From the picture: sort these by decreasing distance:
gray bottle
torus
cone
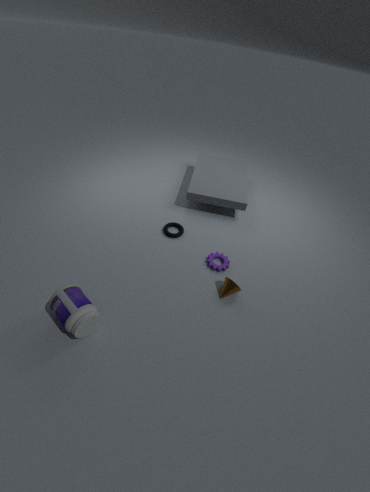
torus, cone, gray bottle
